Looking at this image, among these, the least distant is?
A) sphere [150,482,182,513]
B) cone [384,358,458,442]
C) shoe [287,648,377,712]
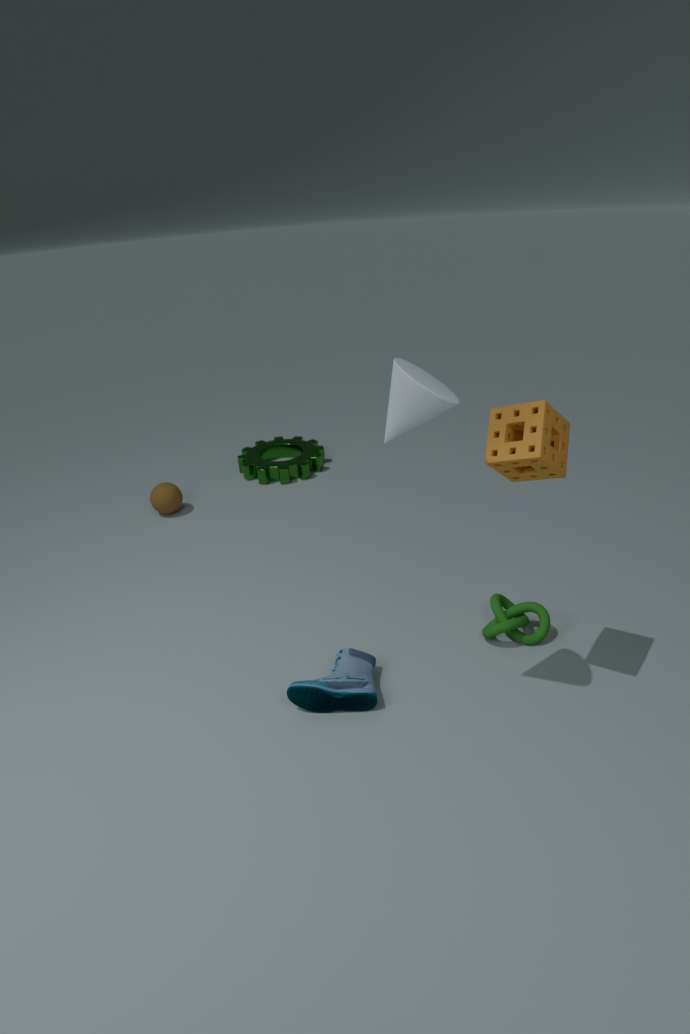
cone [384,358,458,442]
